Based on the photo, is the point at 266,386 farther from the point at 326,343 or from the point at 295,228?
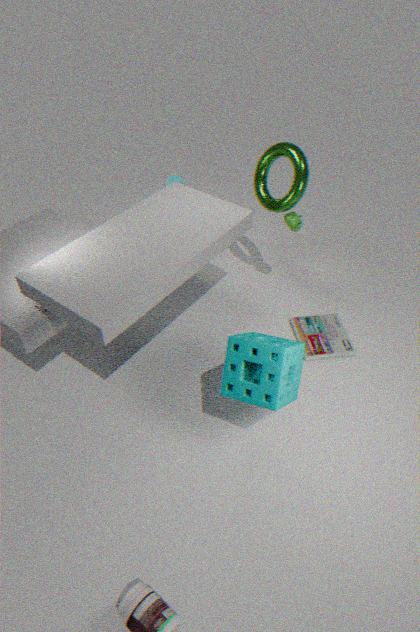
the point at 295,228
